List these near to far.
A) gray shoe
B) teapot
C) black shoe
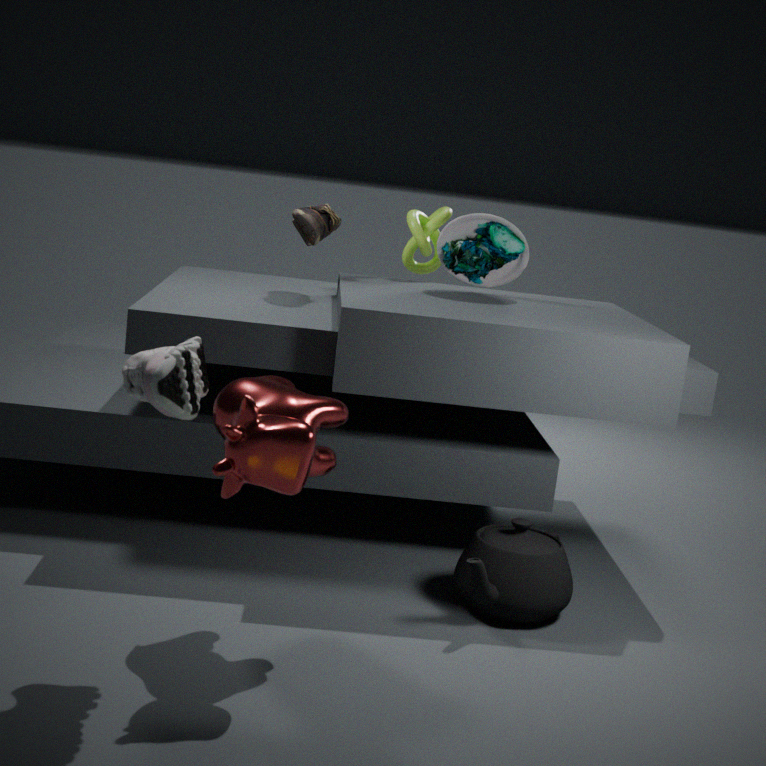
gray shoe → teapot → black shoe
